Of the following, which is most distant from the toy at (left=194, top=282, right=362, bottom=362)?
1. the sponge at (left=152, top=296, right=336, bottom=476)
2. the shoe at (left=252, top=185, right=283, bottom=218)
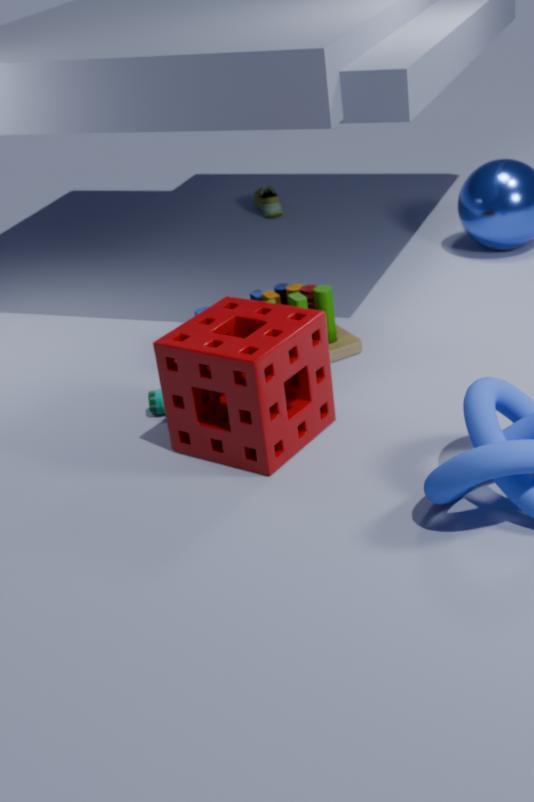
the shoe at (left=252, top=185, right=283, bottom=218)
